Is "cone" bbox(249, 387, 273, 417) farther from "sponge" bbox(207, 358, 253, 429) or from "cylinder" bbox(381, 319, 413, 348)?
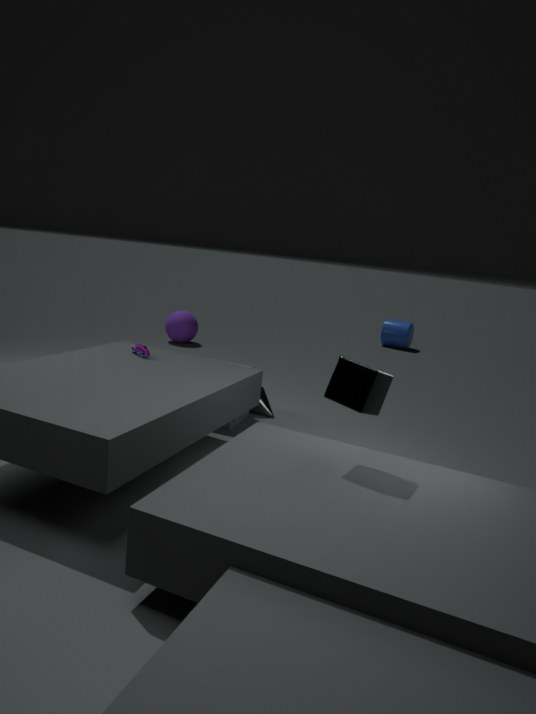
"cylinder" bbox(381, 319, 413, 348)
